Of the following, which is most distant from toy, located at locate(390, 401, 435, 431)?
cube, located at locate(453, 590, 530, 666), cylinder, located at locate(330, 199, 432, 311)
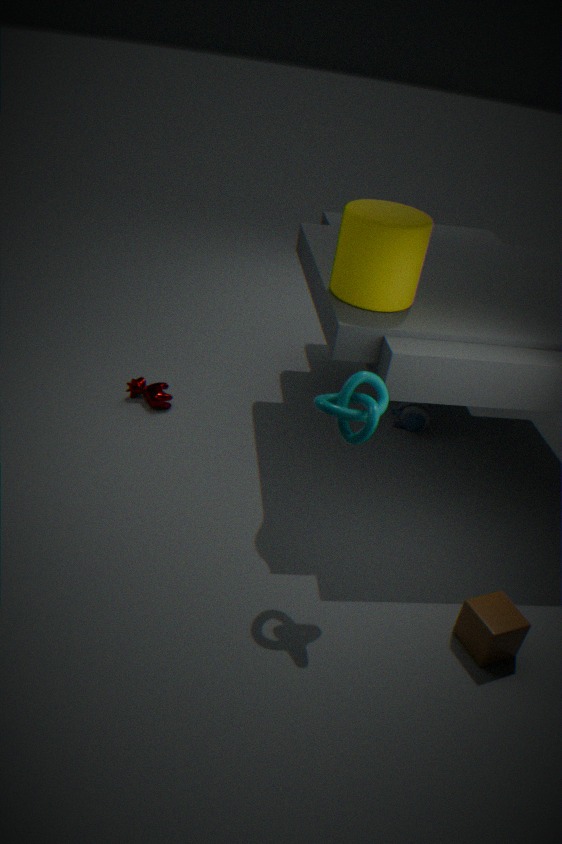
cube, located at locate(453, 590, 530, 666)
